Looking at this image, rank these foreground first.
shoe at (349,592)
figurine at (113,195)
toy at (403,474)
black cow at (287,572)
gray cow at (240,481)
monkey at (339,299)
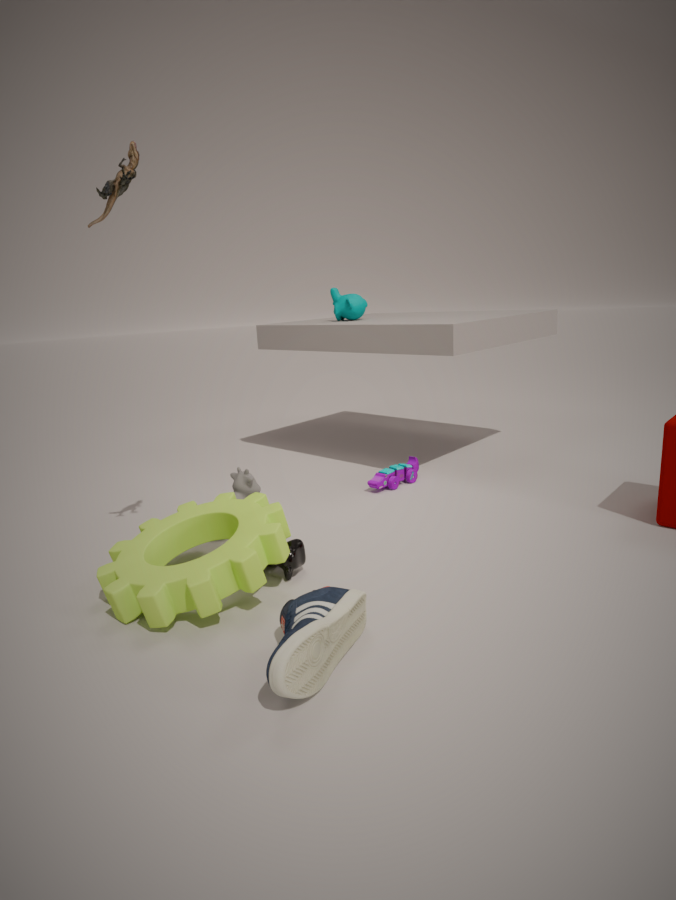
shoe at (349,592) → figurine at (113,195) → black cow at (287,572) → gray cow at (240,481) → toy at (403,474) → monkey at (339,299)
